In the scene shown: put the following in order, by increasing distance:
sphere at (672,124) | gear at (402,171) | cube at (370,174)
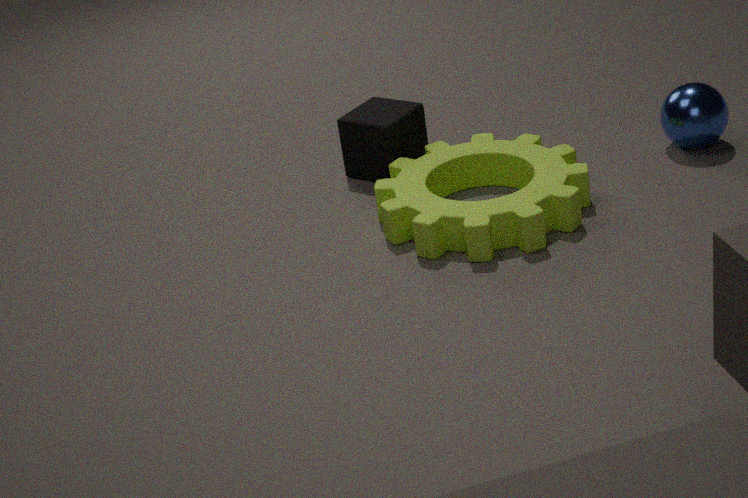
gear at (402,171) < sphere at (672,124) < cube at (370,174)
